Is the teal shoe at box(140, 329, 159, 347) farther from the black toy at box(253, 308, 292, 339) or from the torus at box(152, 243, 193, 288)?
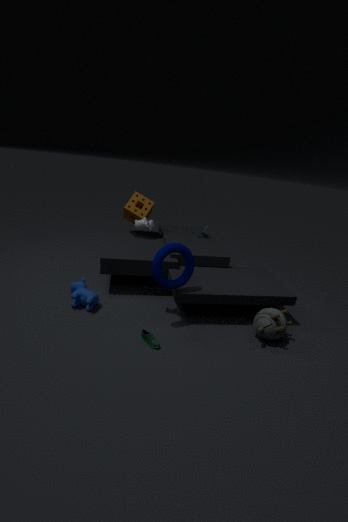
the black toy at box(253, 308, 292, 339)
